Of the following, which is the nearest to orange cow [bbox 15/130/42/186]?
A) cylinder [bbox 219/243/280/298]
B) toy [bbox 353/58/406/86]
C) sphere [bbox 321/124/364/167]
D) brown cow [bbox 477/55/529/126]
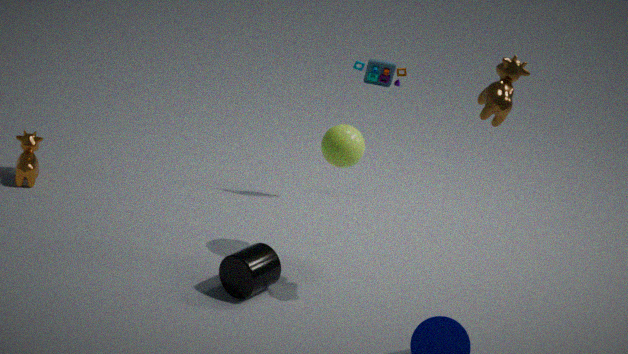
cylinder [bbox 219/243/280/298]
